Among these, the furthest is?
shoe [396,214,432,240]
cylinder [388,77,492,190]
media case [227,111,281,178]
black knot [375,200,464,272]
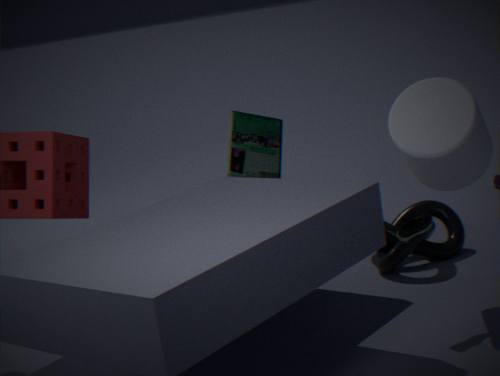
media case [227,111,281,178]
